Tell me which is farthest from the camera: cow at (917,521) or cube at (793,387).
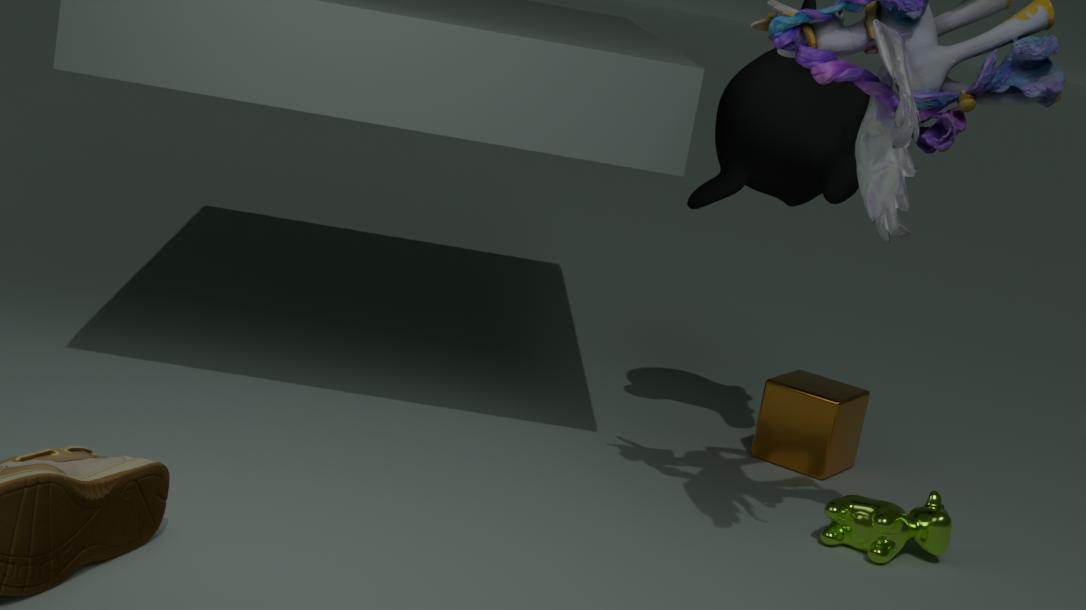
cube at (793,387)
